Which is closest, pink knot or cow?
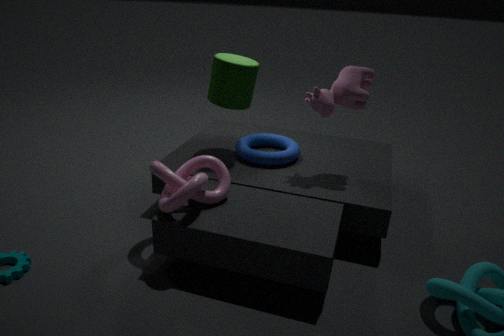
pink knot
